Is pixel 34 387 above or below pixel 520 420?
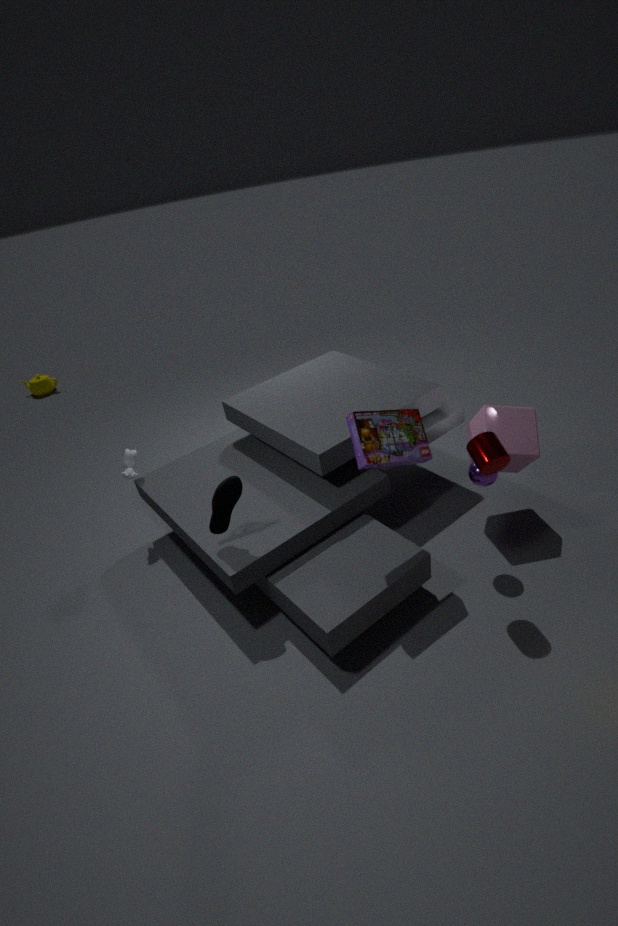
below
